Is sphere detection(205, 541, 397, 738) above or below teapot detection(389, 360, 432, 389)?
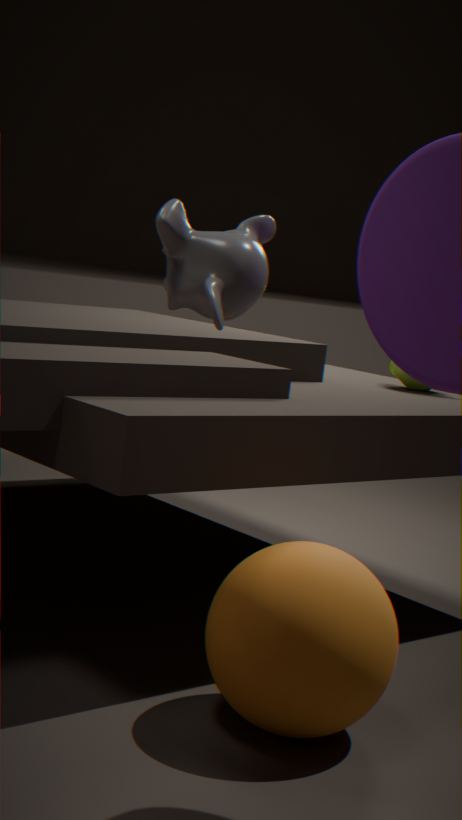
below
